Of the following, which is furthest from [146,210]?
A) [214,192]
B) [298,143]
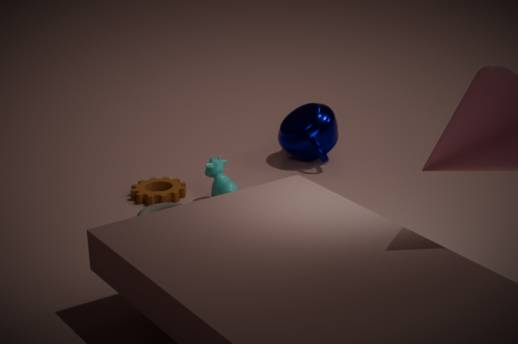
[298,143]
